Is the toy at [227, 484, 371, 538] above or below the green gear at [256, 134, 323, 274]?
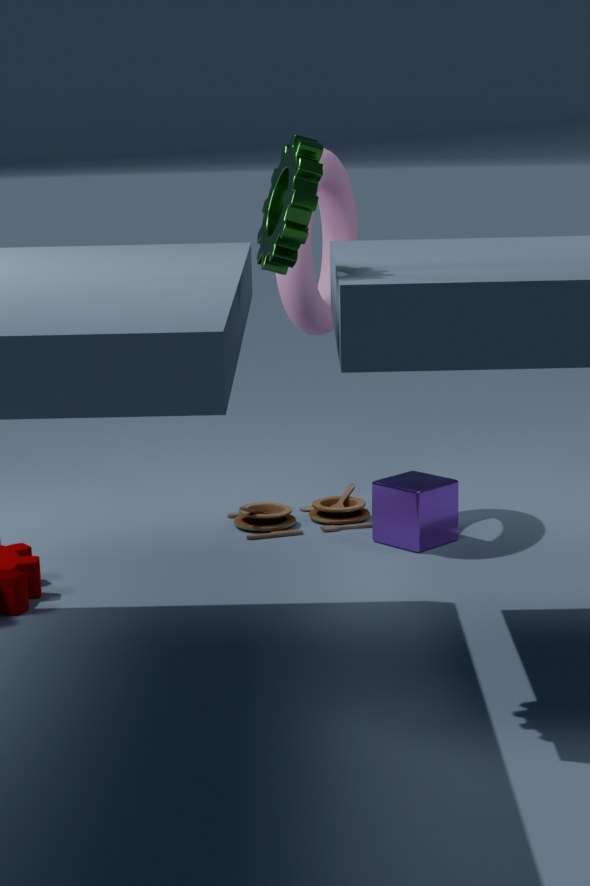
below
